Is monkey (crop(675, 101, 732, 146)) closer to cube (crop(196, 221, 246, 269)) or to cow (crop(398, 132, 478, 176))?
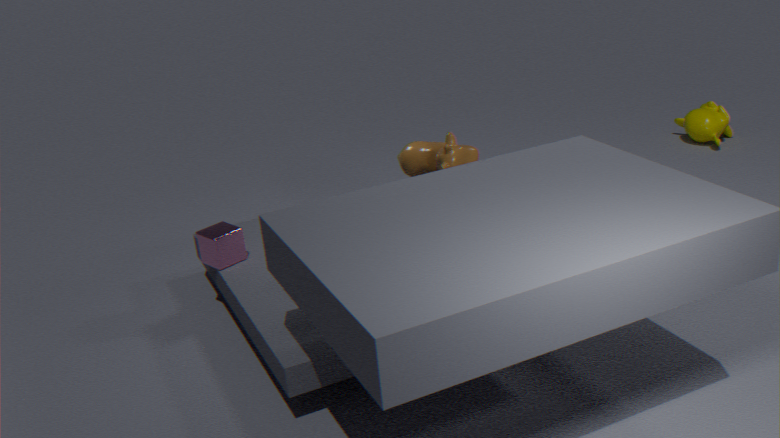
cow (crop(398, 132, 478, 176))
